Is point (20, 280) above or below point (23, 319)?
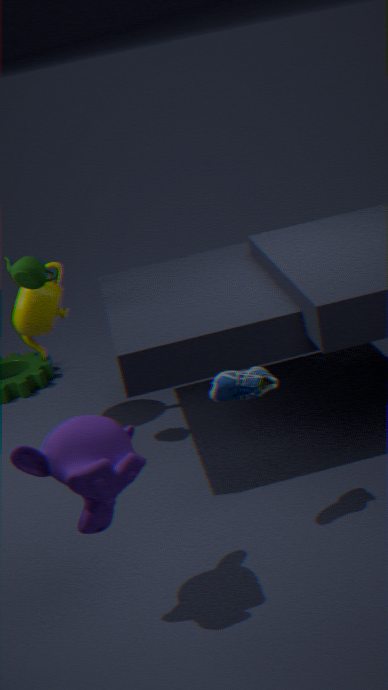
above
